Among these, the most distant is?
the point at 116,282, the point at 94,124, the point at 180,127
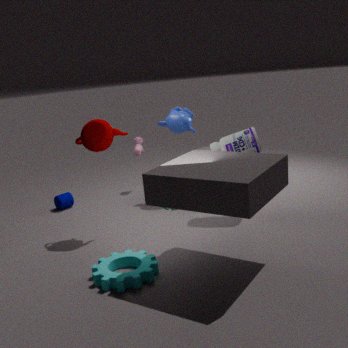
the point at 180,127
